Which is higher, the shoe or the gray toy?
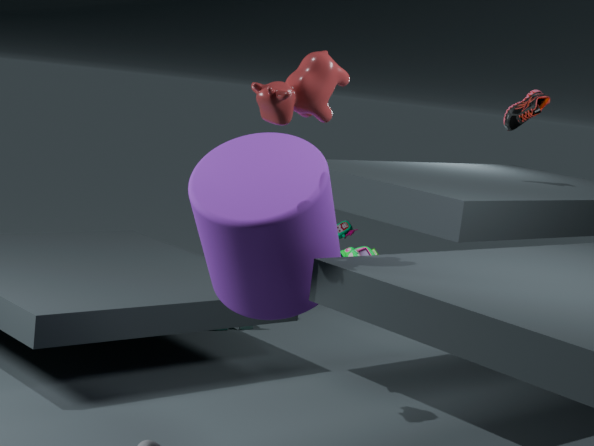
the shoe
